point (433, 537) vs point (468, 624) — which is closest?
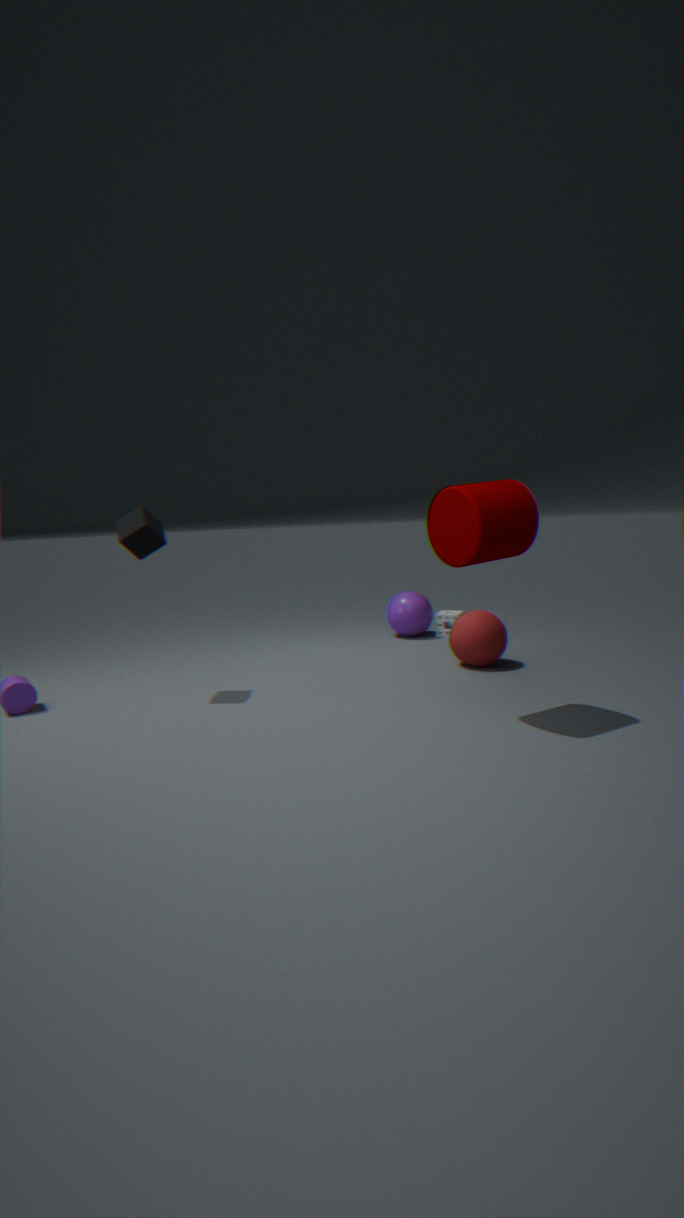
point (433, 537)
